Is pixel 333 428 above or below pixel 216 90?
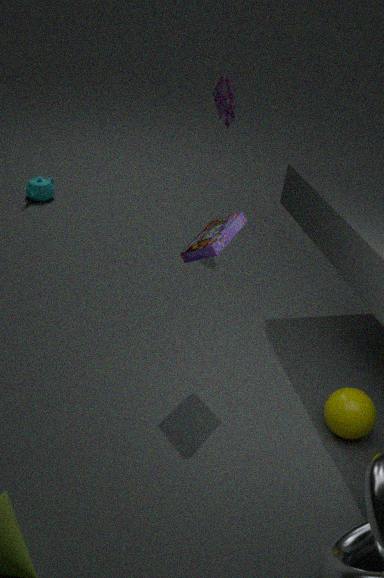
below
